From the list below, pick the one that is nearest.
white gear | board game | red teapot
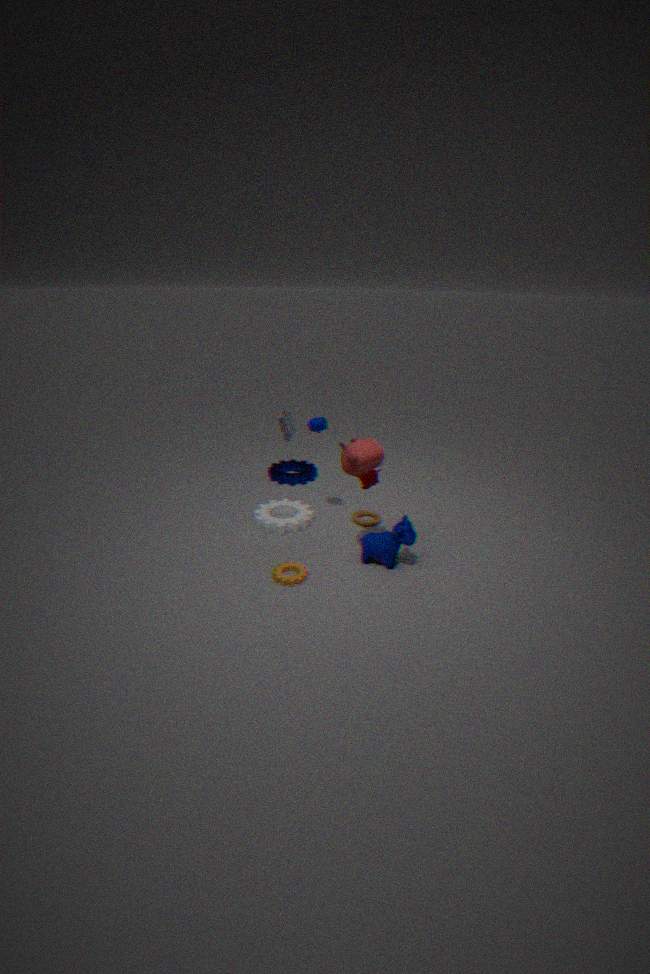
red teapot
